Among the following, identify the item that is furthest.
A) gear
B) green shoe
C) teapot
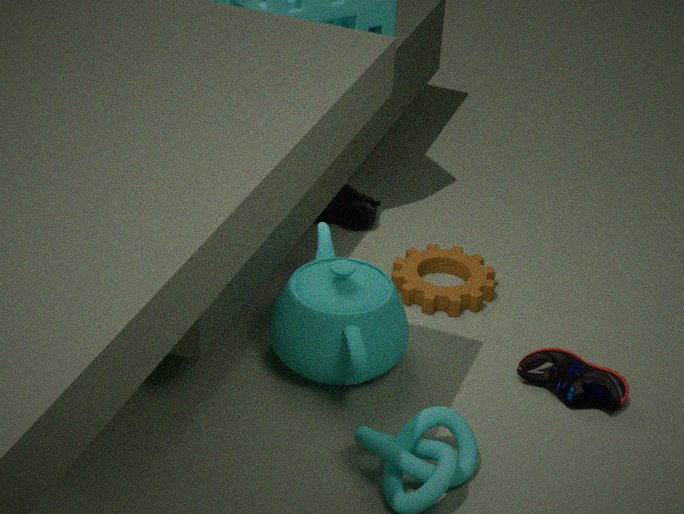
green shoe
